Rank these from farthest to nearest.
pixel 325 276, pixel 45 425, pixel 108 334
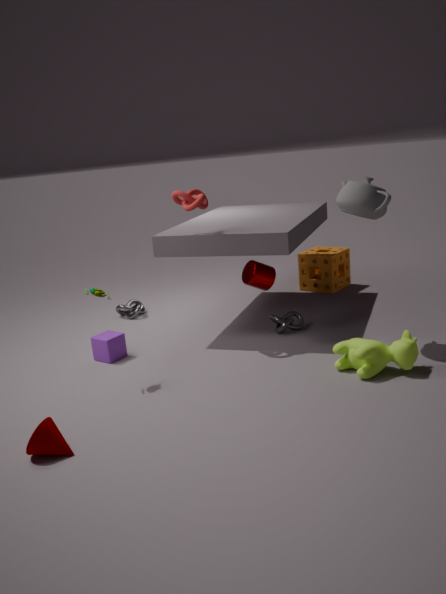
pixel 325 276 < pixel 108 334 < pixel 45 425
